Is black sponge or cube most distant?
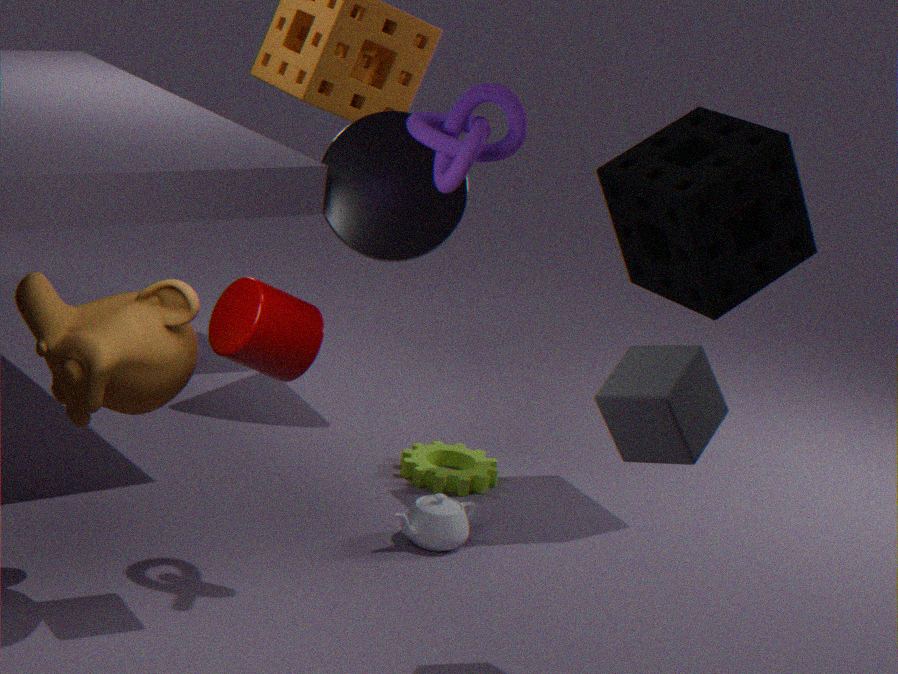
black sponge
